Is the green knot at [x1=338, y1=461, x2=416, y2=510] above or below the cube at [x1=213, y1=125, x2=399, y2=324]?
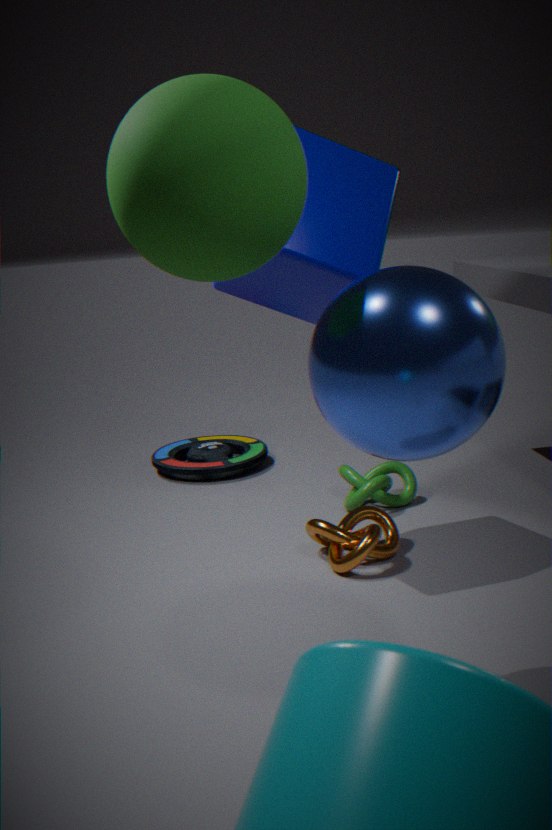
below
